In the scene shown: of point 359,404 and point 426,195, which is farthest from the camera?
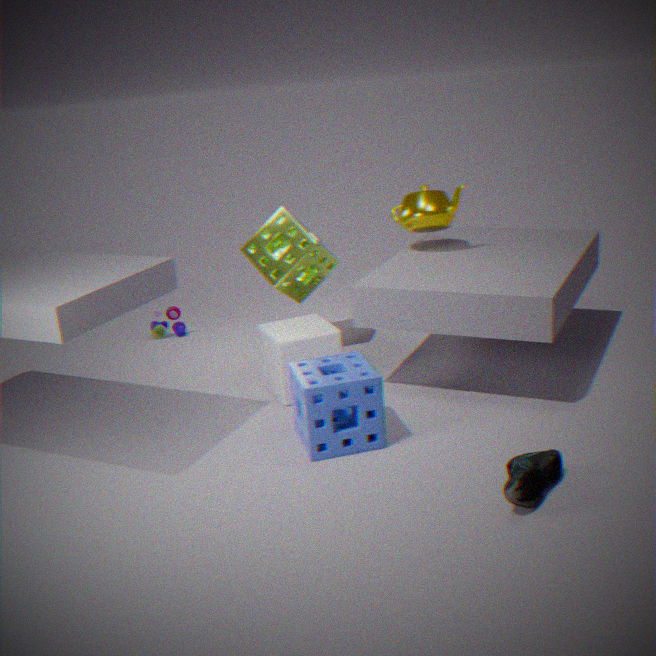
point 426,195
